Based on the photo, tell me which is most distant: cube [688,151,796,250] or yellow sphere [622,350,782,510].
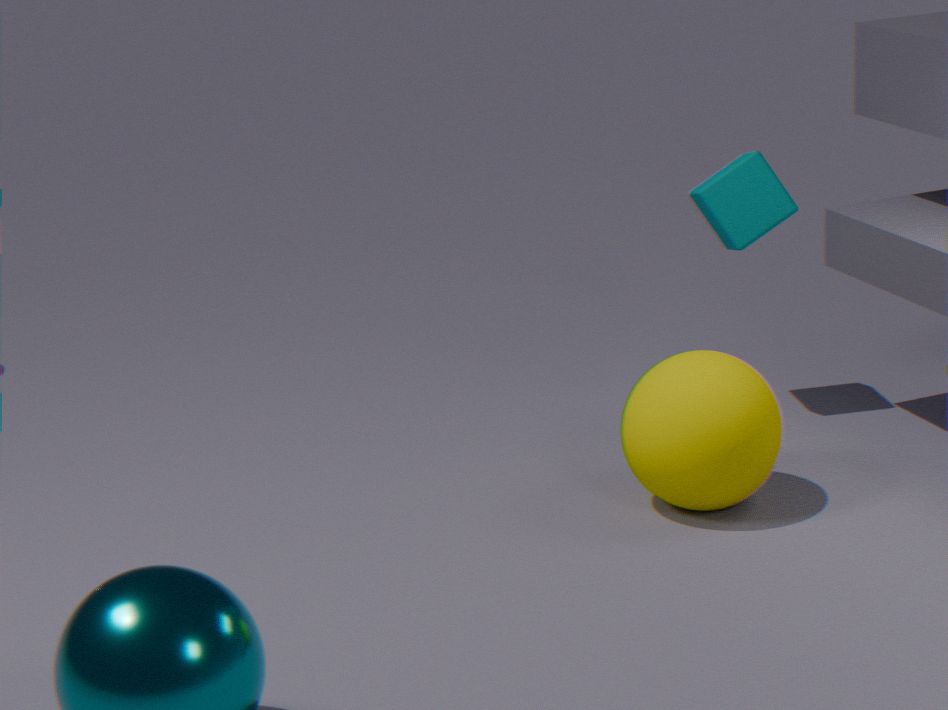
cube [688,151,796,250]
